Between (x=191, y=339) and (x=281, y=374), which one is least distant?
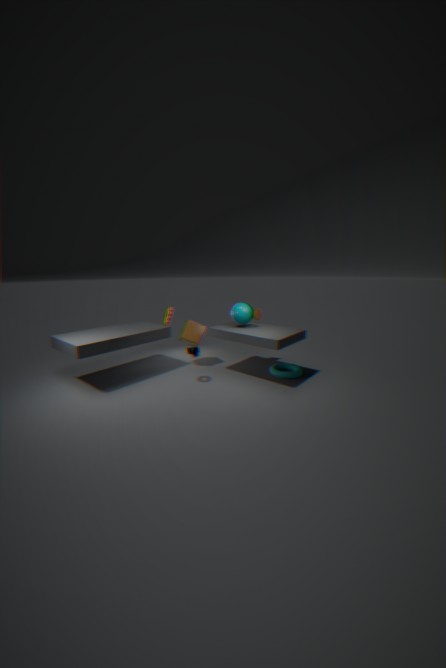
(x=281, y=374)
